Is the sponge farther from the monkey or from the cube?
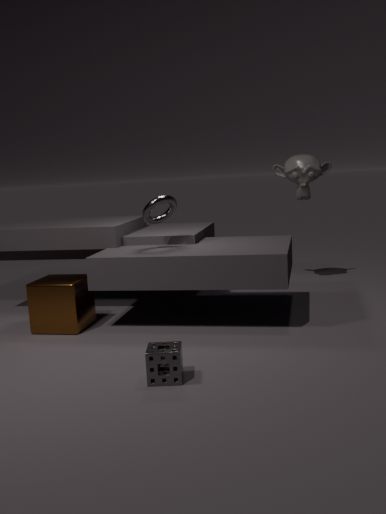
the monkey
